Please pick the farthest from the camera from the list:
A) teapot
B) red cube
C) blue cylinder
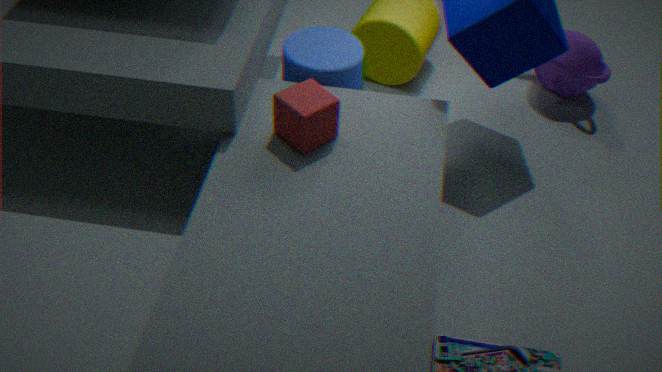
teapot
